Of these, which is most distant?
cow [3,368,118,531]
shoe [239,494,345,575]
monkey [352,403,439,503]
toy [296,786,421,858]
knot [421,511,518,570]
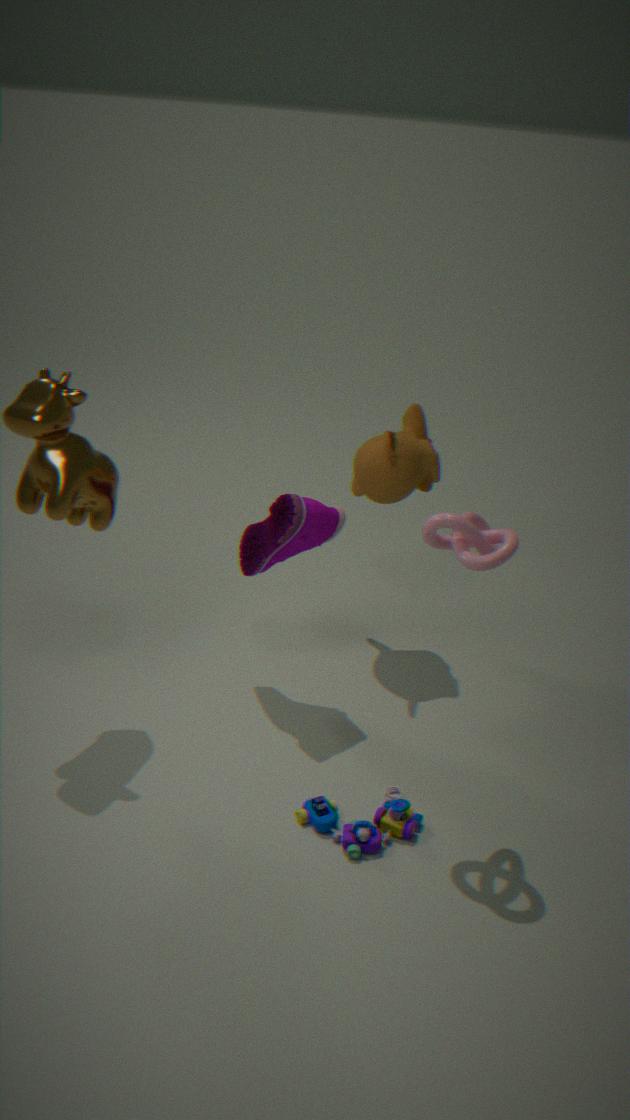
monkey [352,403,439,503]
